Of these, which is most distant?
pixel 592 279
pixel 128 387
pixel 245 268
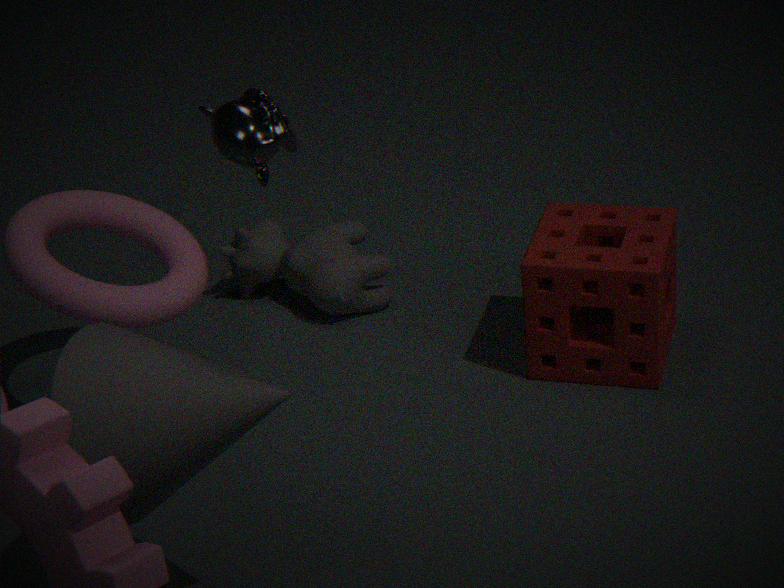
Result: pixel 245 268
